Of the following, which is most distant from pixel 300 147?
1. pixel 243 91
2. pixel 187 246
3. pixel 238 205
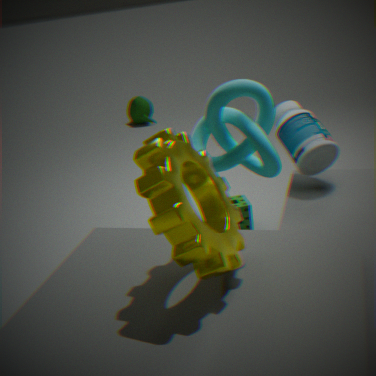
pixel 187 246
